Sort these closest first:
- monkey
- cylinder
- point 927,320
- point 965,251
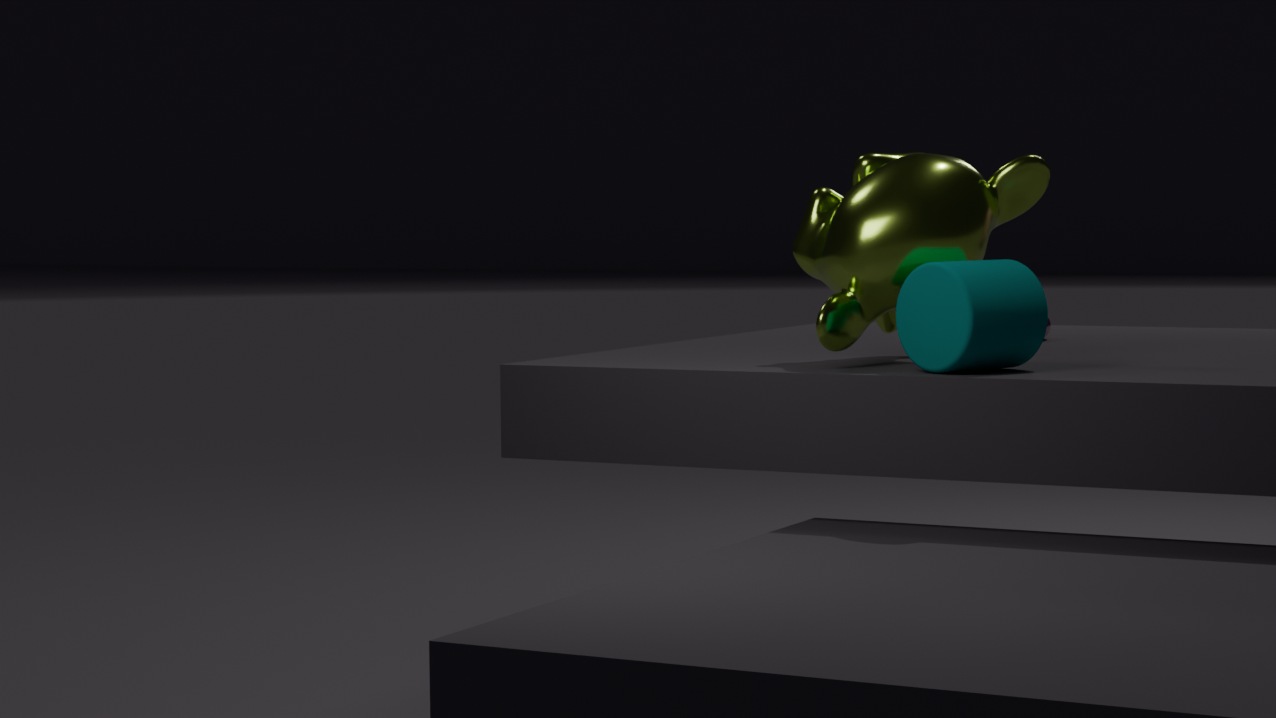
1. cylinder
2. monkey
3. point 927,320
4. point 965,251
